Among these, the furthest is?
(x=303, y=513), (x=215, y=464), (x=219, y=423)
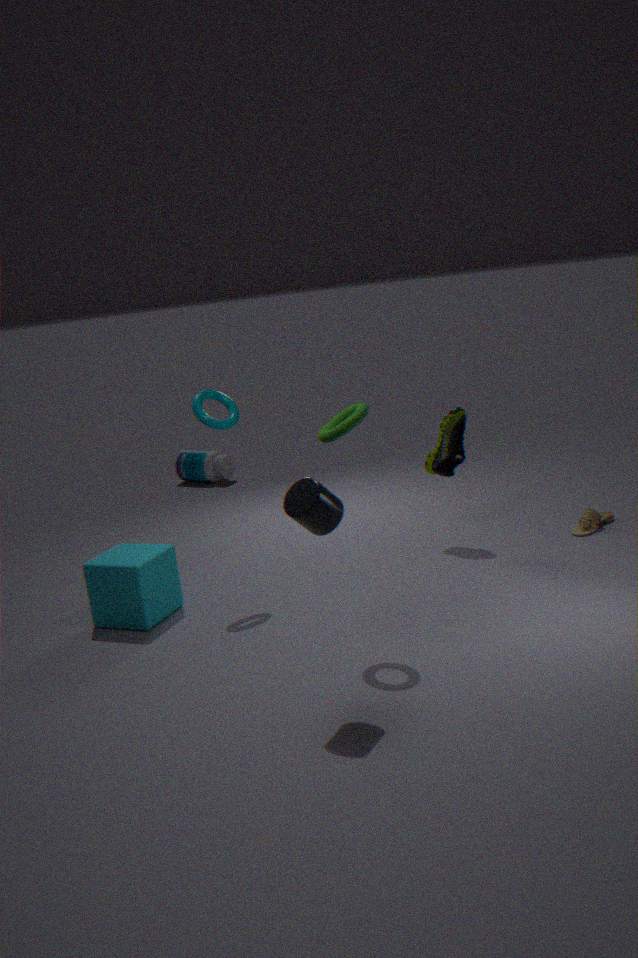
(x=215, y=464)
